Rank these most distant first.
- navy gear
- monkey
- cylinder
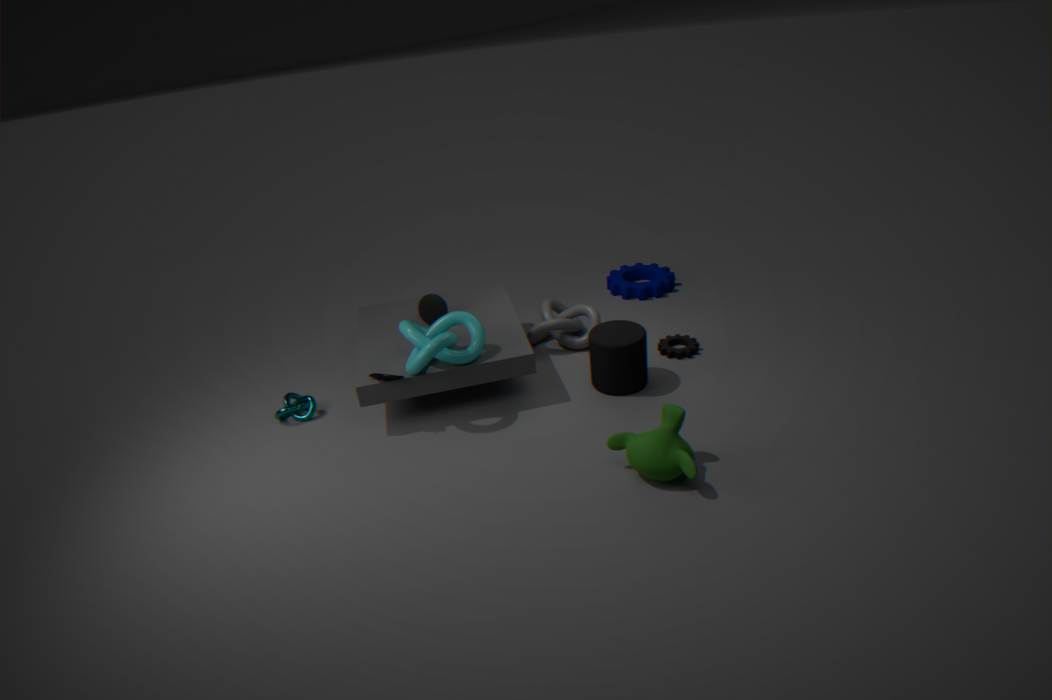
1. navy gear
2. cylinder
3. monkey
